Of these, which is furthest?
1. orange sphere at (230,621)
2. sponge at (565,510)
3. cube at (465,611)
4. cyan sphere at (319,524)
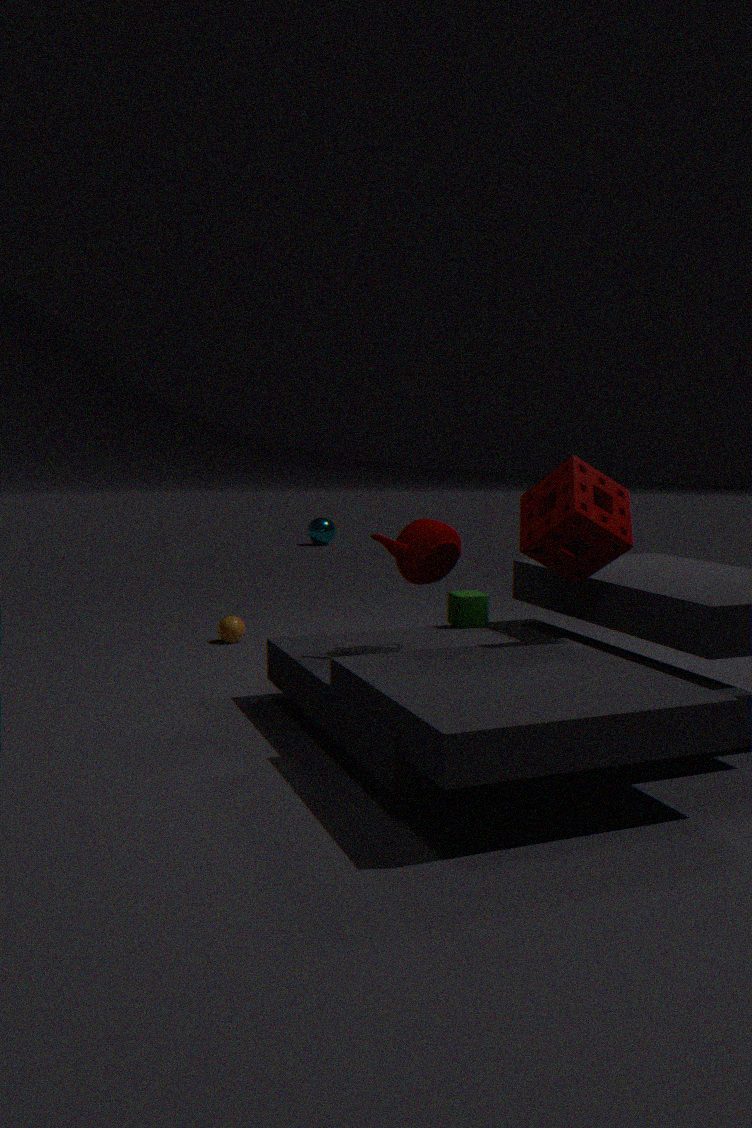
cyan sphere at (319,524)
